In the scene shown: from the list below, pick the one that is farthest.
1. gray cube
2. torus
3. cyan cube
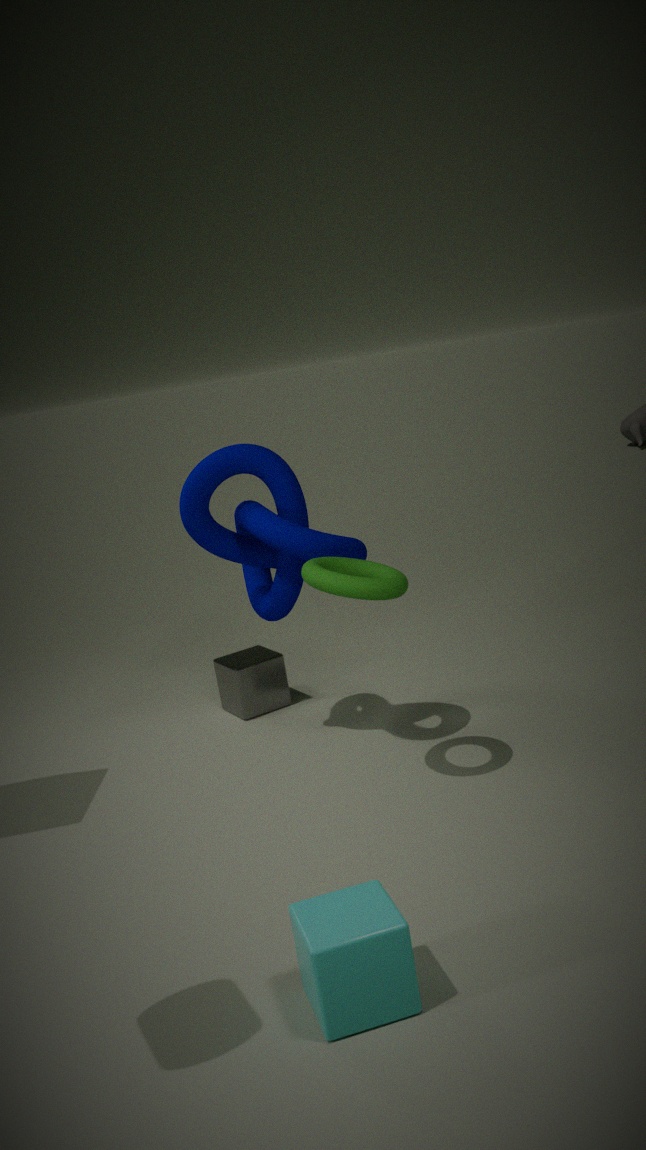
gray cube
